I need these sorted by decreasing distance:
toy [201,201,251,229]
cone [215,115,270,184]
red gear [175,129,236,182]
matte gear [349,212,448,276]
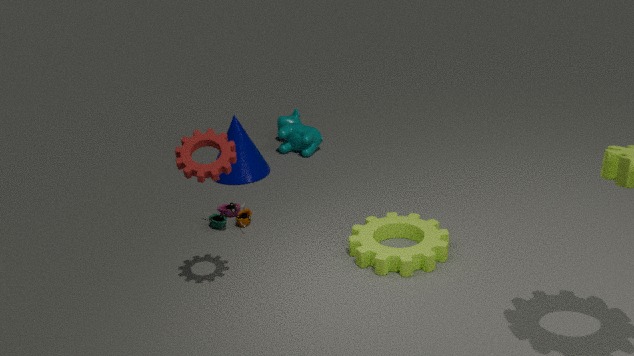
cone [215,115,270,184]
toy [201,201,251,229]
matte gear [349,212,448,276]
red gear [175,129,236,182]
